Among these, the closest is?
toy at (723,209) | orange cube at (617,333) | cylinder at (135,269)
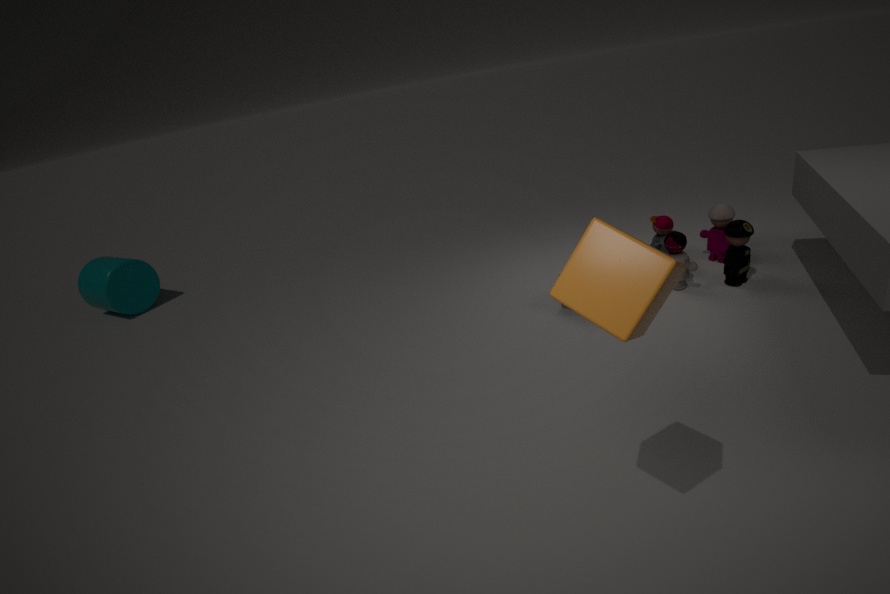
orange cube at (617,333)
